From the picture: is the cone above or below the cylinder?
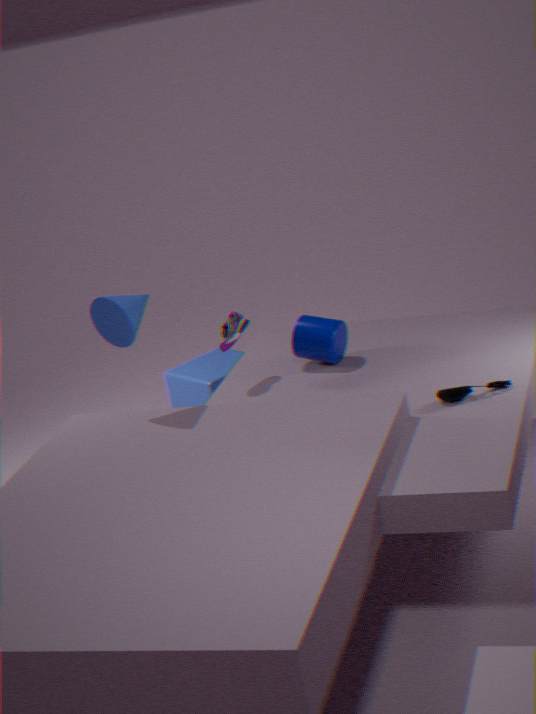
above
